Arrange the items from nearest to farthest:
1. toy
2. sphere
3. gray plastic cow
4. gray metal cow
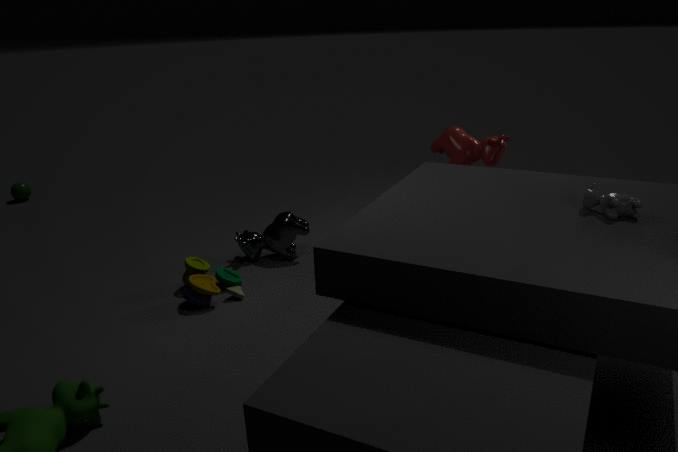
gray plastic cow < toy < gray metal cow < sphere
